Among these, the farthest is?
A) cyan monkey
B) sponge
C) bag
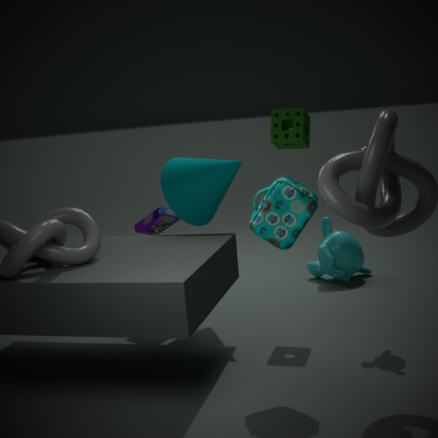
cyan monkey
